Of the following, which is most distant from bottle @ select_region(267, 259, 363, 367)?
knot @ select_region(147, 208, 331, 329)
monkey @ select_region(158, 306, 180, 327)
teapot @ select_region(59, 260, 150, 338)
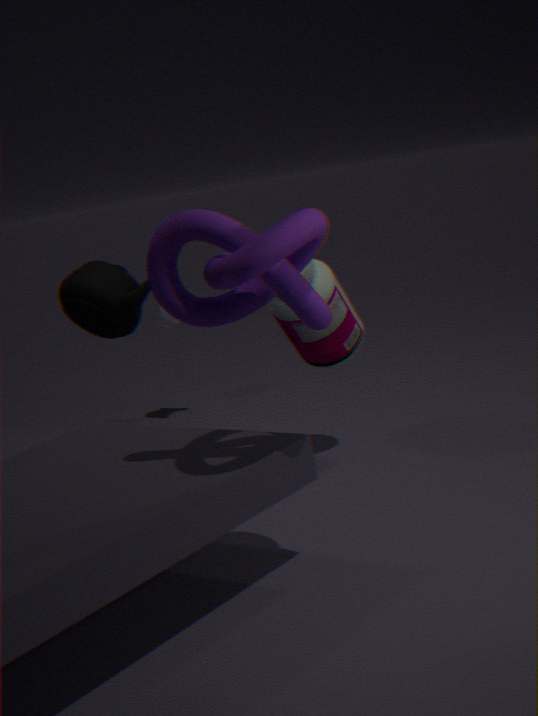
monkey @ select_region(158, 306, 180, 327)
